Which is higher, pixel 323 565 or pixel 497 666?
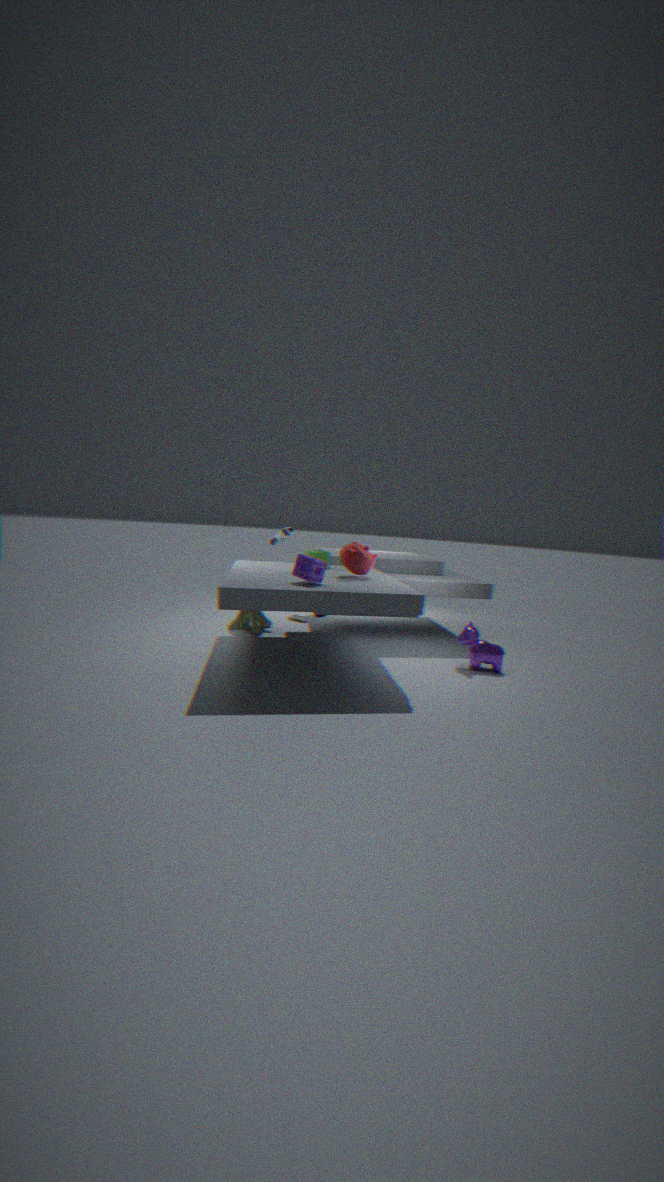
pixel 323 565
